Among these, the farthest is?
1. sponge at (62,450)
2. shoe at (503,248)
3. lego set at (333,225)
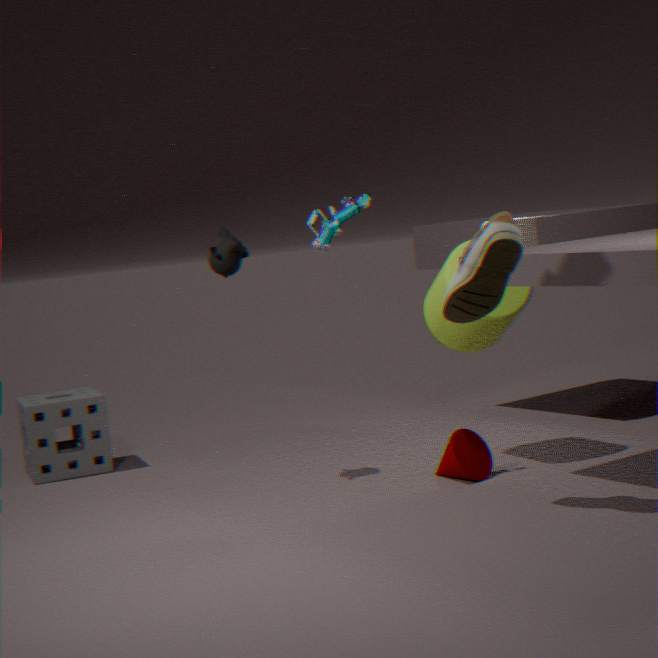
sponge at (62,450)
